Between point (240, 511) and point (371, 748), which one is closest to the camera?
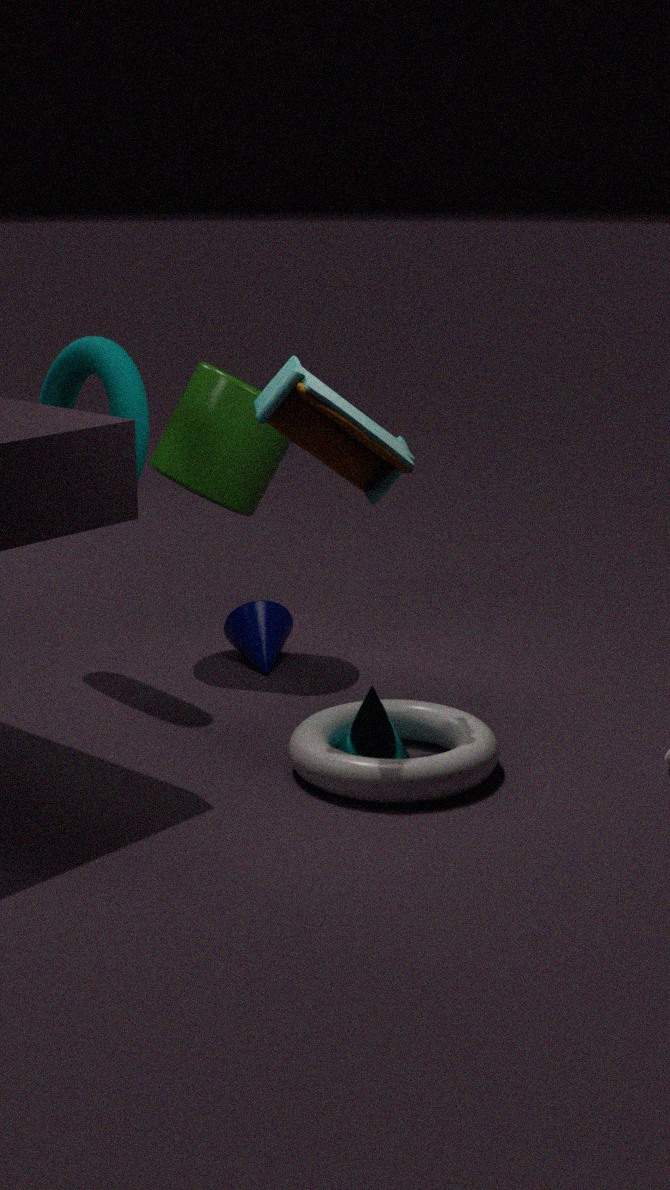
point (371, 748)
